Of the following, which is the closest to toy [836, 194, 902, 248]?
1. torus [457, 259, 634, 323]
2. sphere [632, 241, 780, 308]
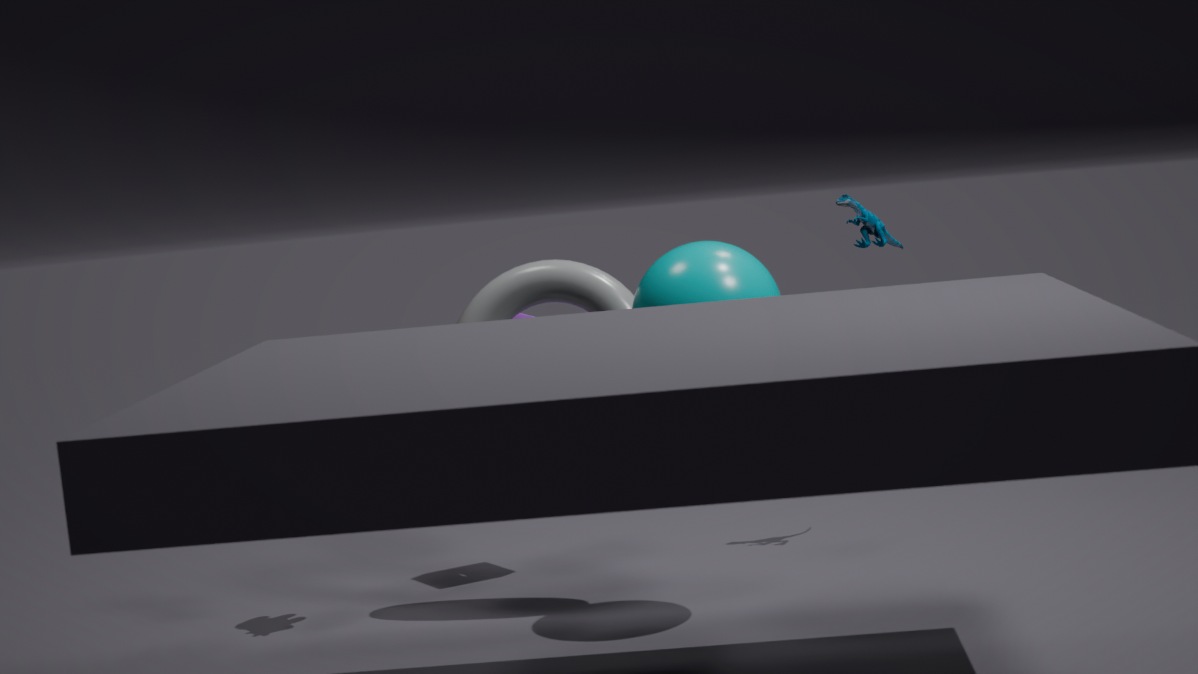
sphere [632, 241, 780, 308]
